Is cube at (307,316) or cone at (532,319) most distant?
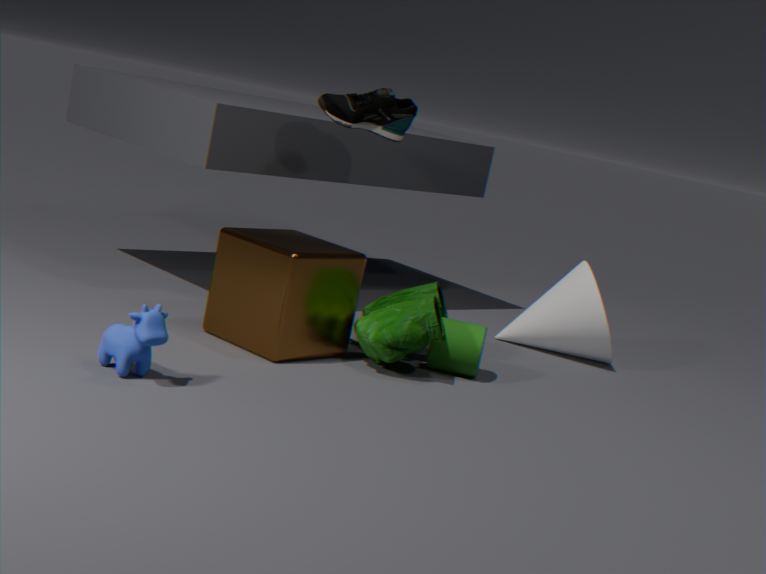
cone at (532,319)
